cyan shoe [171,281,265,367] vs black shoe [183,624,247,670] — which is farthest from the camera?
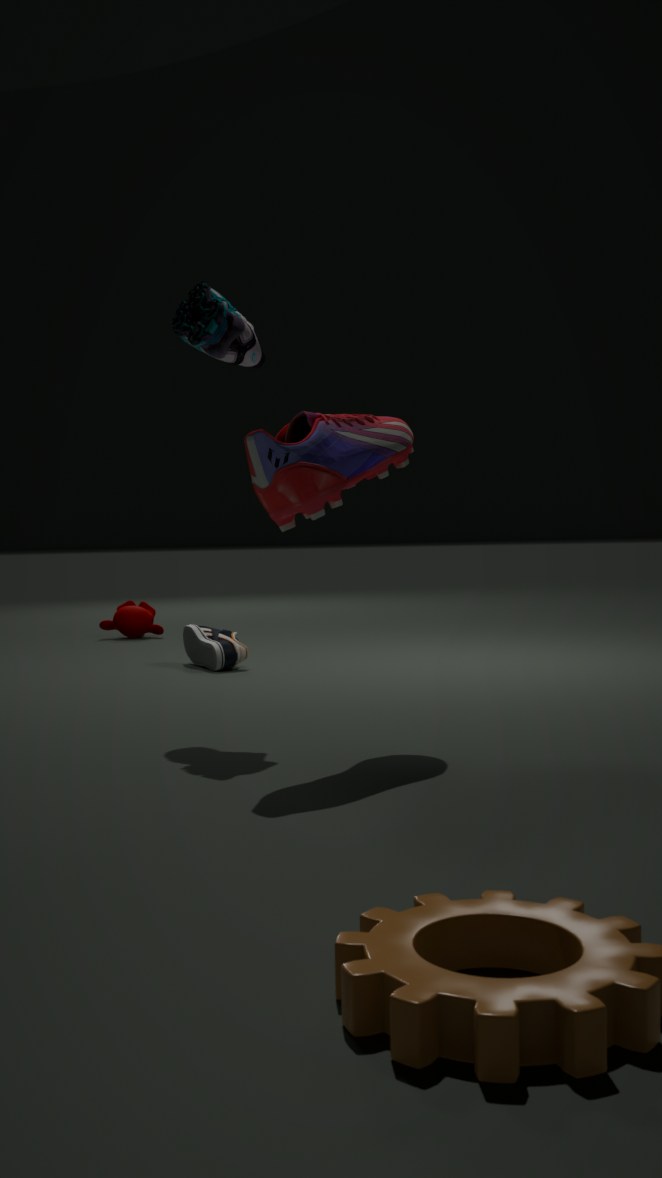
black shoe [183,624,247,670]
